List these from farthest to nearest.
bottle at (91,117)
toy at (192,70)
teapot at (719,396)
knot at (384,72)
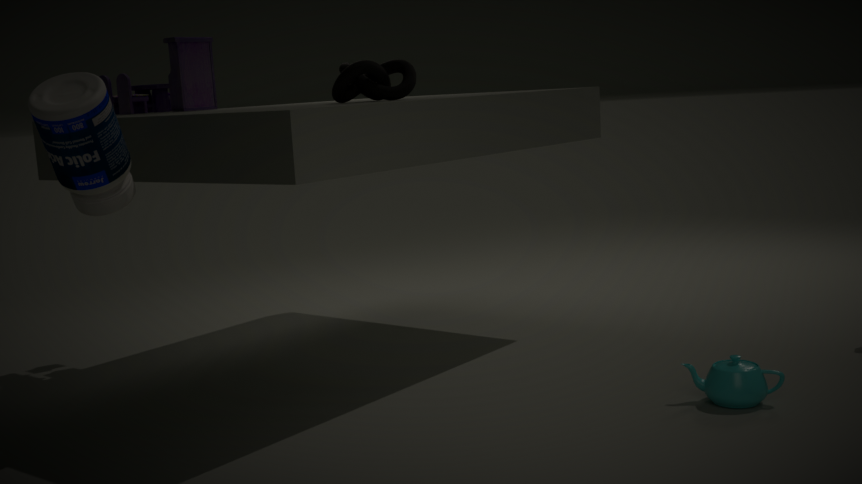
toy at (192,70)
knot at (384,72)
teapot at (719,396)
bottle at (91,117)
